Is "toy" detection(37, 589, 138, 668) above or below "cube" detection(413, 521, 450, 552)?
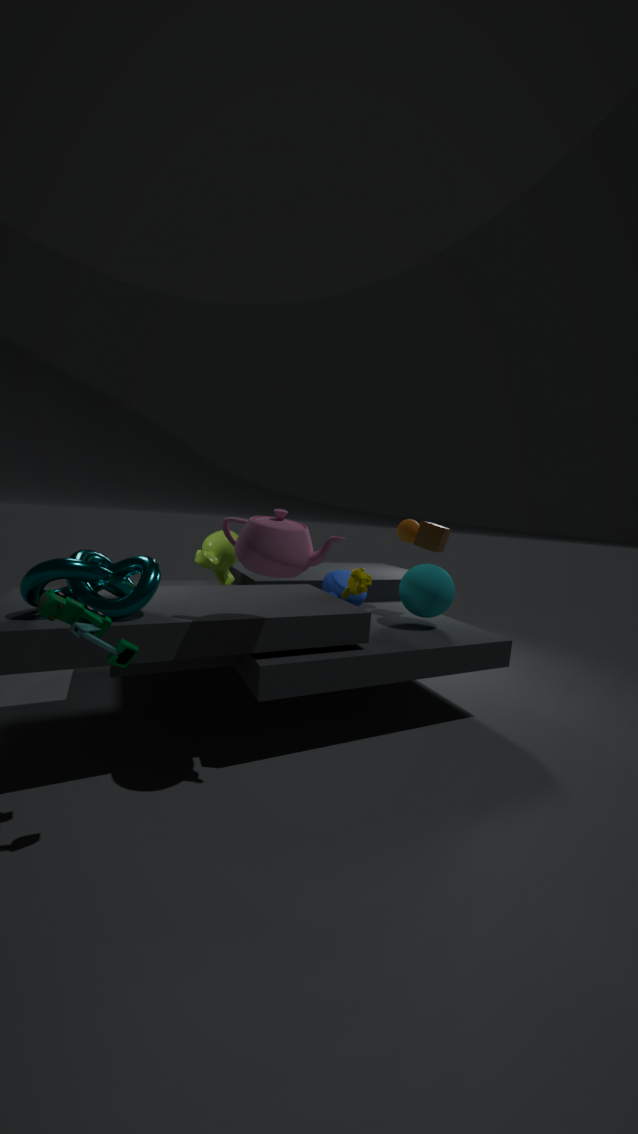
below
